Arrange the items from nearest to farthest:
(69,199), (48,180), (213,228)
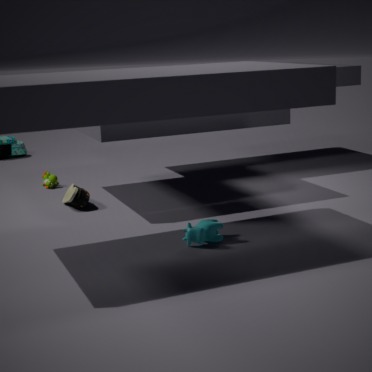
(213,228)
(69,199)
(48,180)
